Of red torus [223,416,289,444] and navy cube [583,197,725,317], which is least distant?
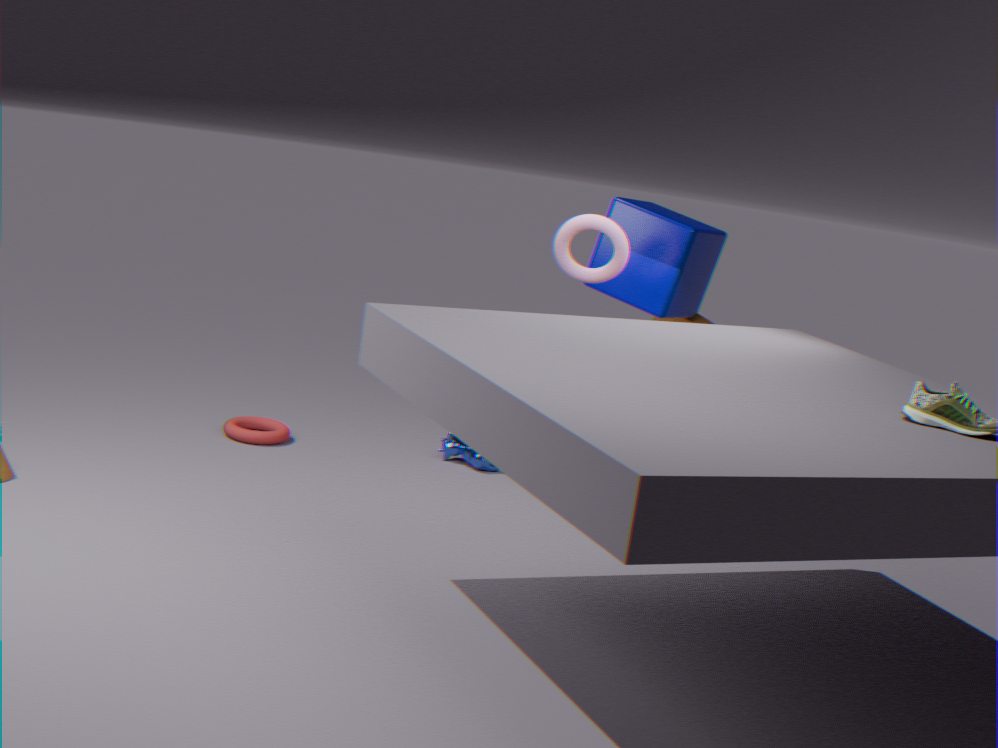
navy cube [583,197,725,317]
